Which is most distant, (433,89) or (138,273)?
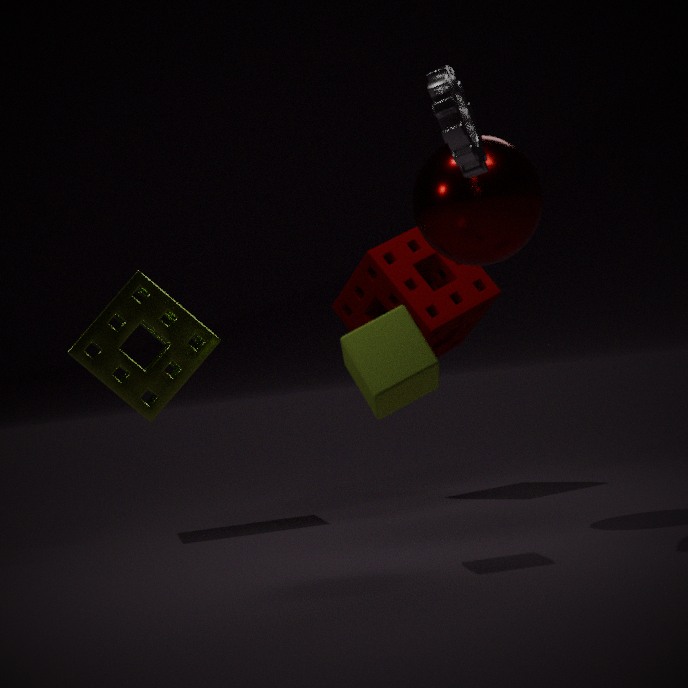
(138,273)
